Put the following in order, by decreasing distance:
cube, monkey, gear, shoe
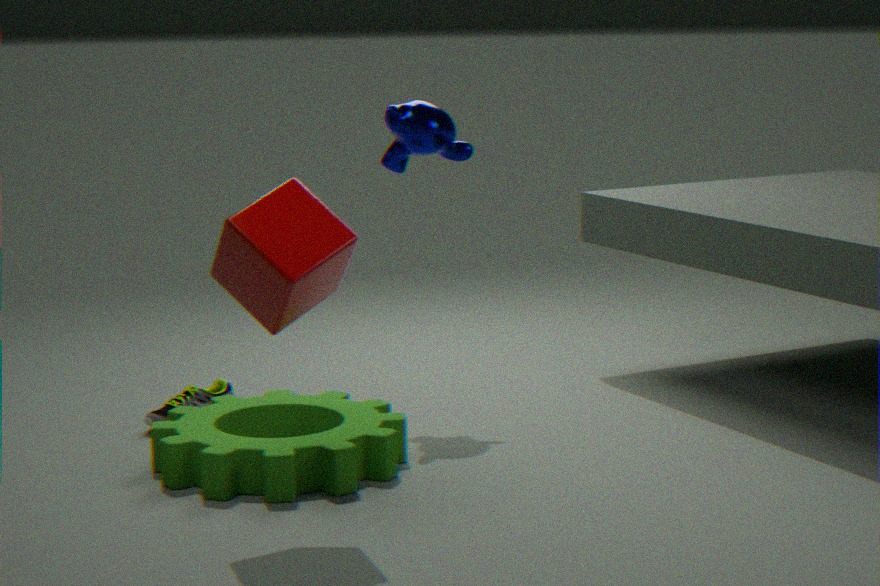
monkey, shoe, gear, cube
